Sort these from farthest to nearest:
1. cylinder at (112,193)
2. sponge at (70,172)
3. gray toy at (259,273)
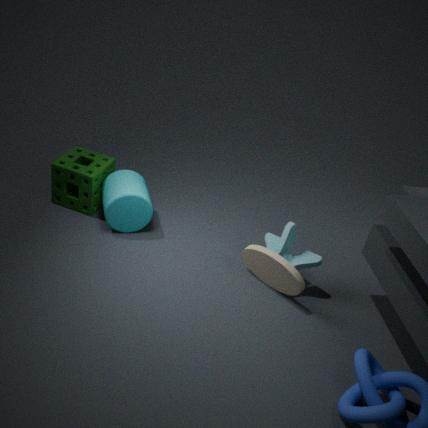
sponge at (70,172) → cylinder at (112,193) → gray toy at (259,273)
